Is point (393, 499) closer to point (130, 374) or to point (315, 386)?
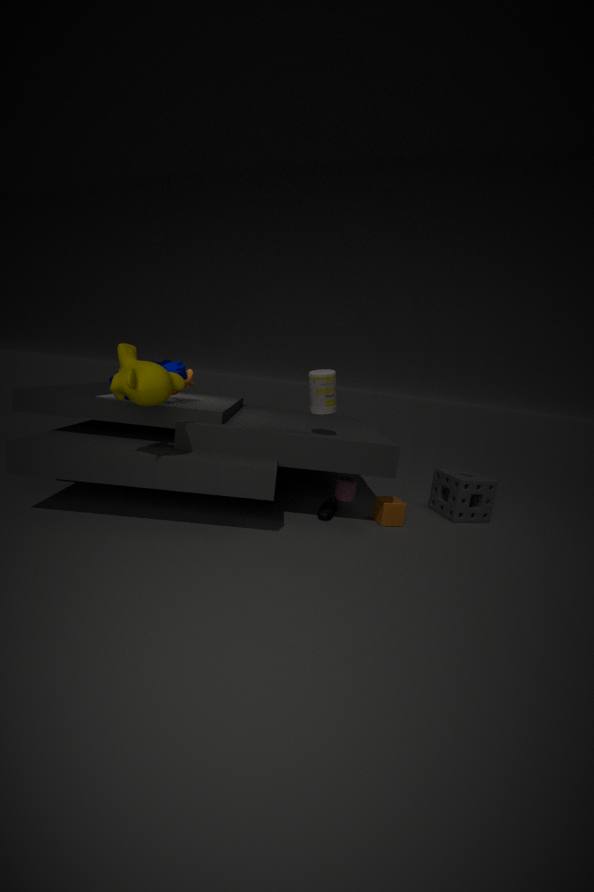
point (315, 386)
